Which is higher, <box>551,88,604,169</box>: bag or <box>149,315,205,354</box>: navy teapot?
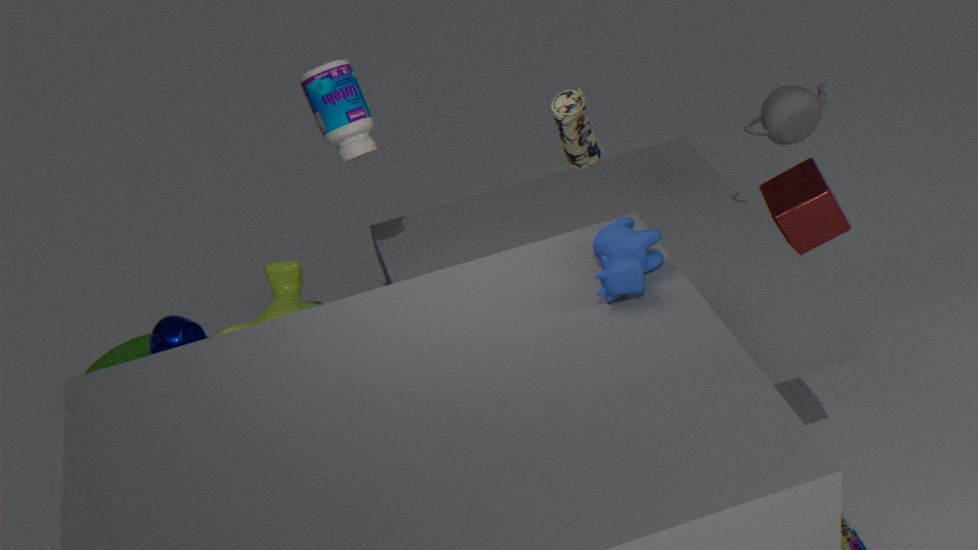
<box>551,88,604,169</box>: bag
